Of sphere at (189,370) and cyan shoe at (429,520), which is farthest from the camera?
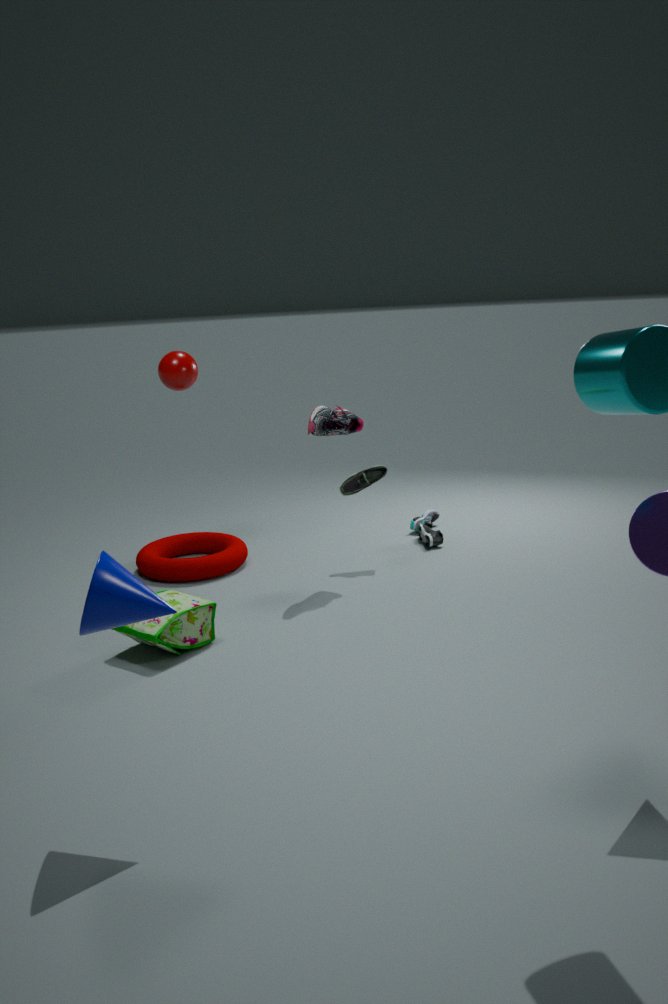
cyan shoe at (429,520)
